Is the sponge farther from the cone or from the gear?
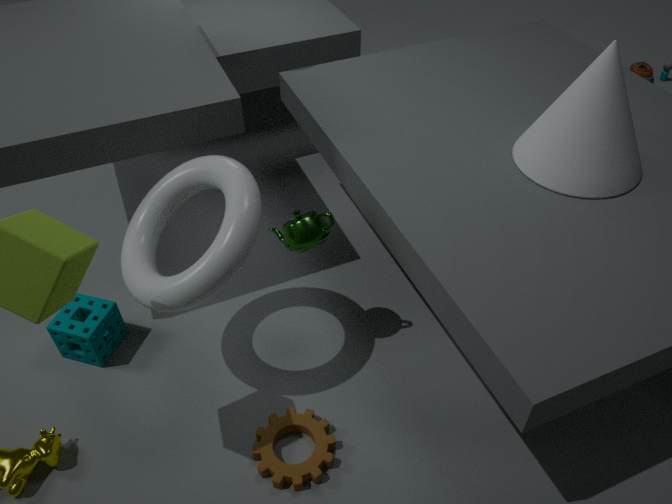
the cone
